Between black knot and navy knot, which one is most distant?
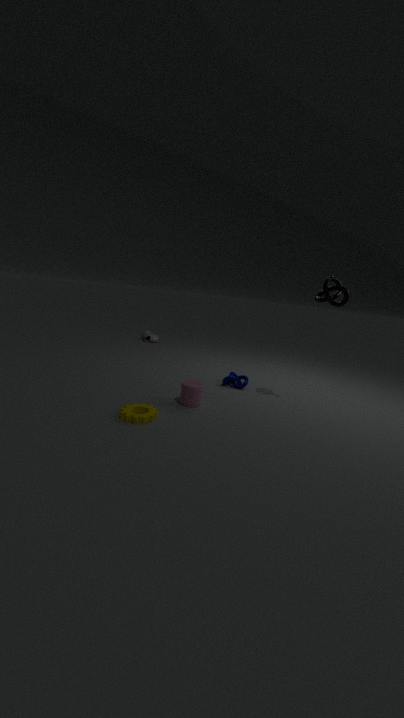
navy knot
